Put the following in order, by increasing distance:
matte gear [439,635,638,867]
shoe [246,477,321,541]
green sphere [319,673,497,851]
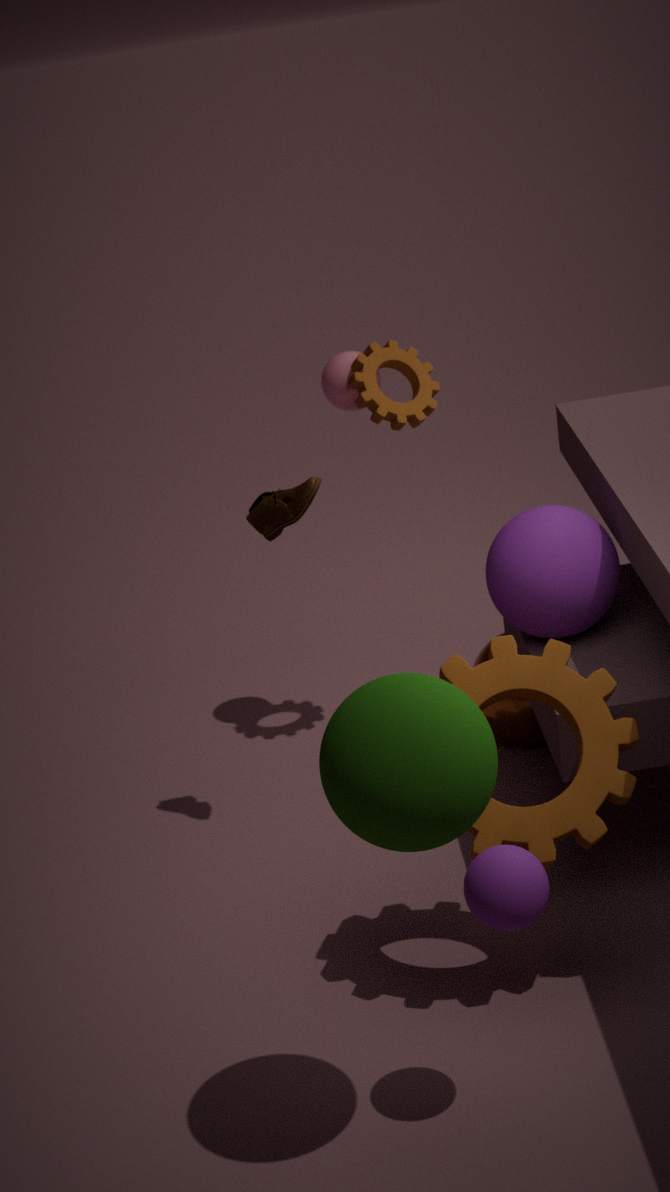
1. green sphere [319,673,497,851]
2. matte gear [439,635,638,867]
3. shoe [246,477,321,541]
